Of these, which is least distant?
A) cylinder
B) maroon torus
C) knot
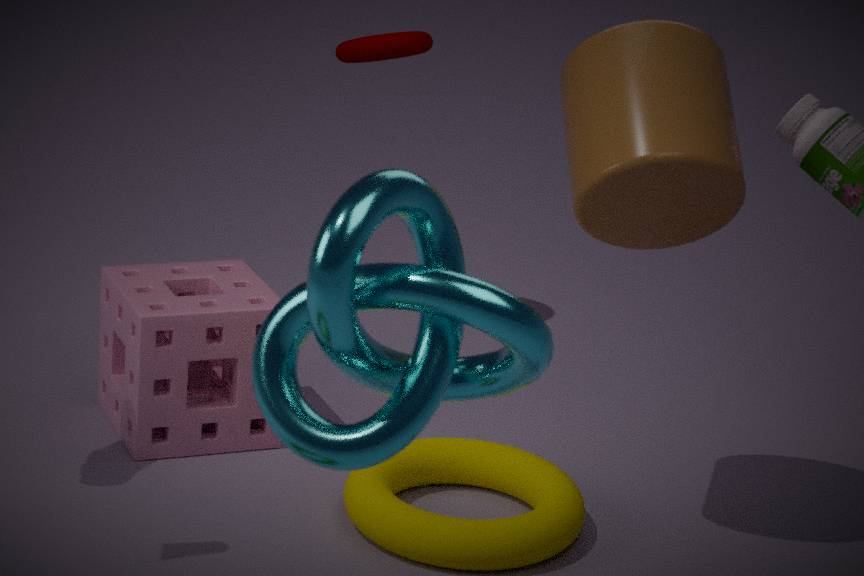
knot
